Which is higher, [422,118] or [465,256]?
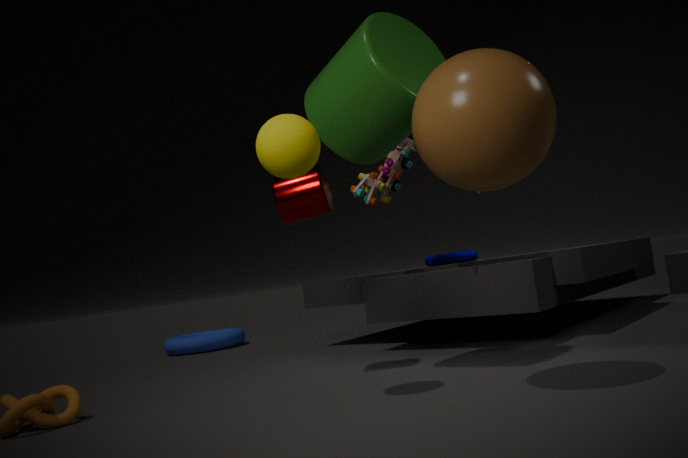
[422,118]
